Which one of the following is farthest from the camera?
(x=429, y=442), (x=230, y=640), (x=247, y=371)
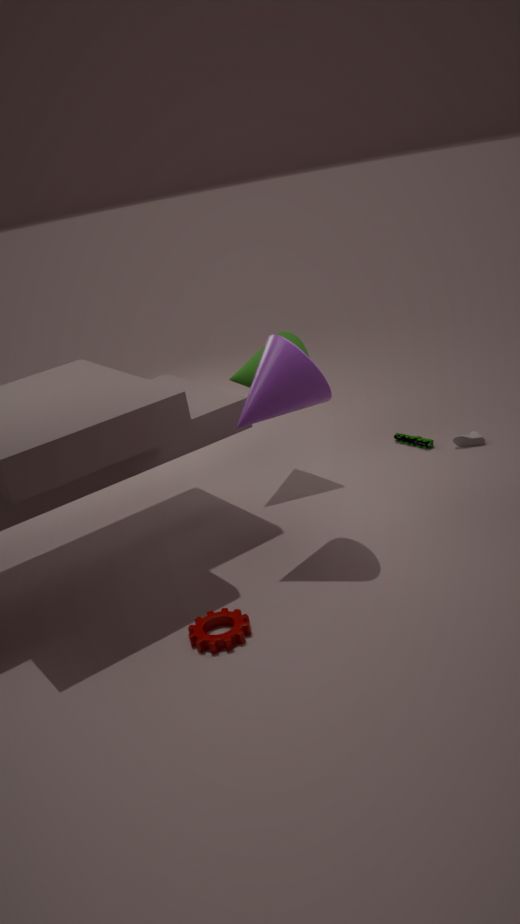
(x=429, y=442)
